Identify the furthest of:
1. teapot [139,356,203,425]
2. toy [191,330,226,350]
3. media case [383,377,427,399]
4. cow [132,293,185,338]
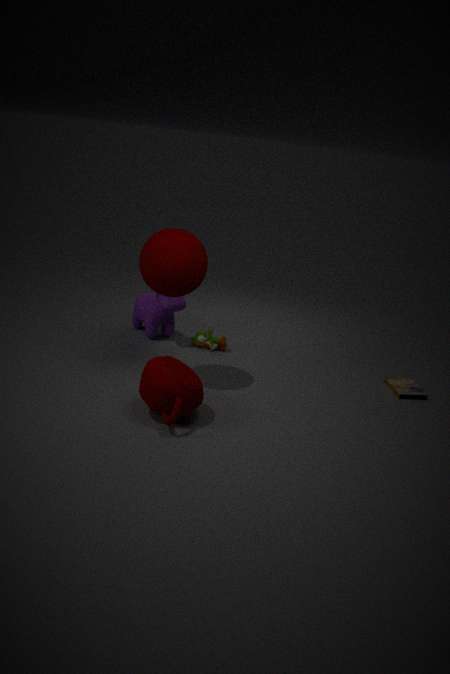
toy [191,330,226,350]
